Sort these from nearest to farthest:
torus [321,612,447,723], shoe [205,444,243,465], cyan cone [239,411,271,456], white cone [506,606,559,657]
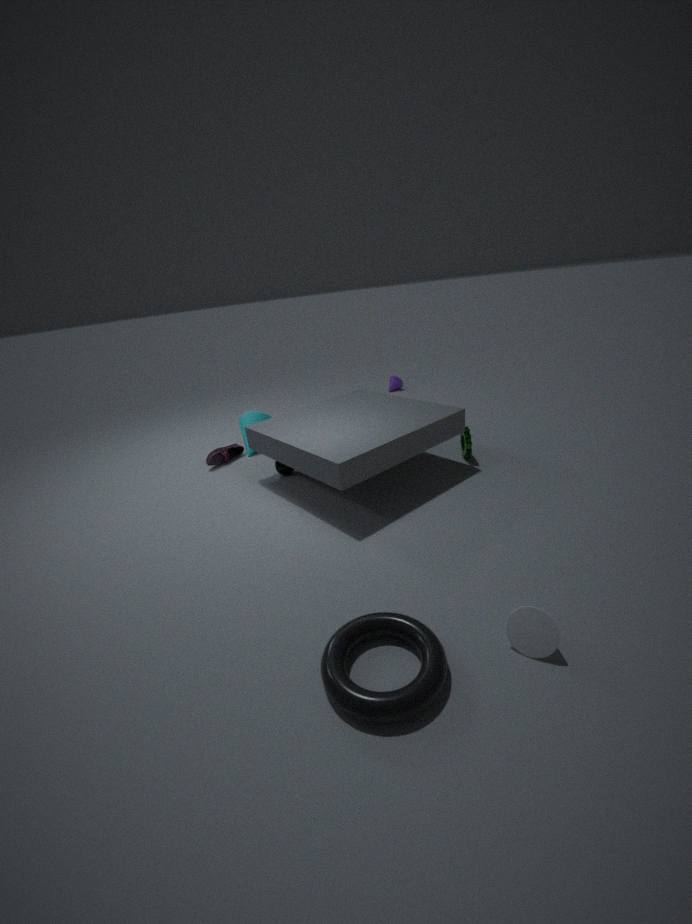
1. torus [321,612,447,723]
2. white cone [506,606,559,657]
3. shoe [205,444,243,465]
4. cyan cone [239,411,271,456]
